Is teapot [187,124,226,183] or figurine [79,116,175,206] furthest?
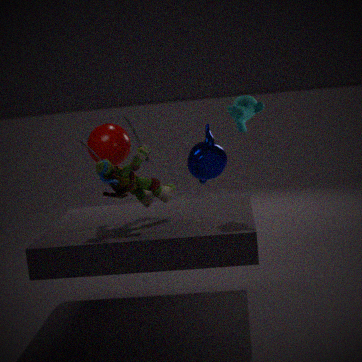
teapot [187,124,226,183]
